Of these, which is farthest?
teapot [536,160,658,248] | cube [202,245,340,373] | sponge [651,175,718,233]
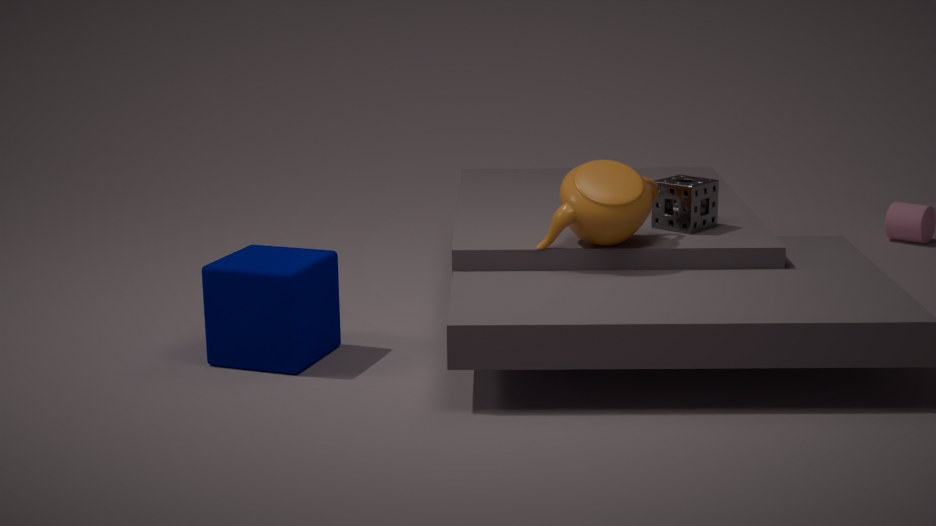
sponge [651,175,718,233]
